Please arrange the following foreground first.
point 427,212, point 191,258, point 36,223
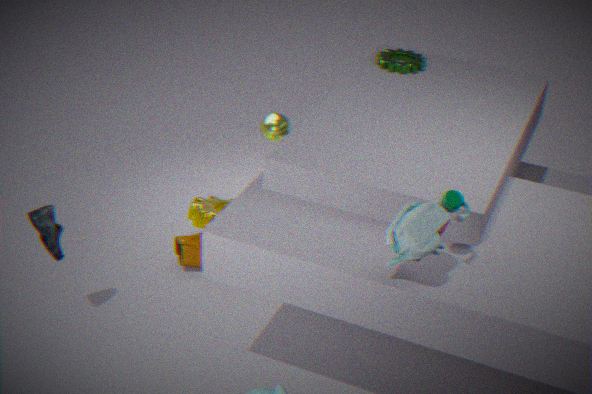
point 427,212 < point 36,223 < point 191,258
